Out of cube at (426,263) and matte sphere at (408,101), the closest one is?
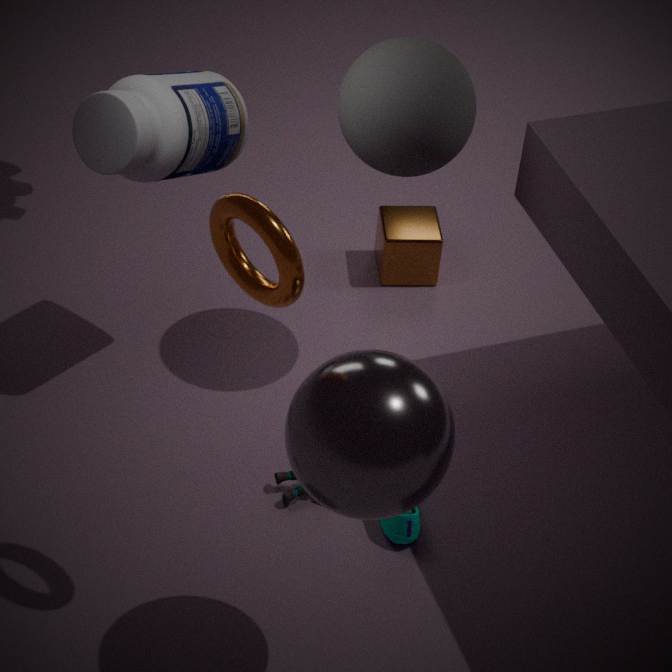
matte sphere at (408,101)
